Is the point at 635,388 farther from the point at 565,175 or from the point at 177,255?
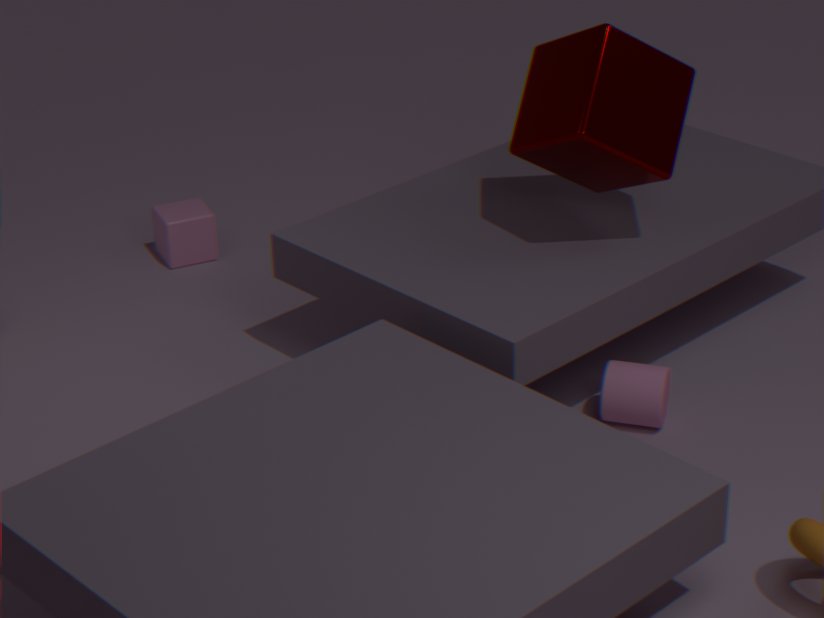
the point at 177,255
